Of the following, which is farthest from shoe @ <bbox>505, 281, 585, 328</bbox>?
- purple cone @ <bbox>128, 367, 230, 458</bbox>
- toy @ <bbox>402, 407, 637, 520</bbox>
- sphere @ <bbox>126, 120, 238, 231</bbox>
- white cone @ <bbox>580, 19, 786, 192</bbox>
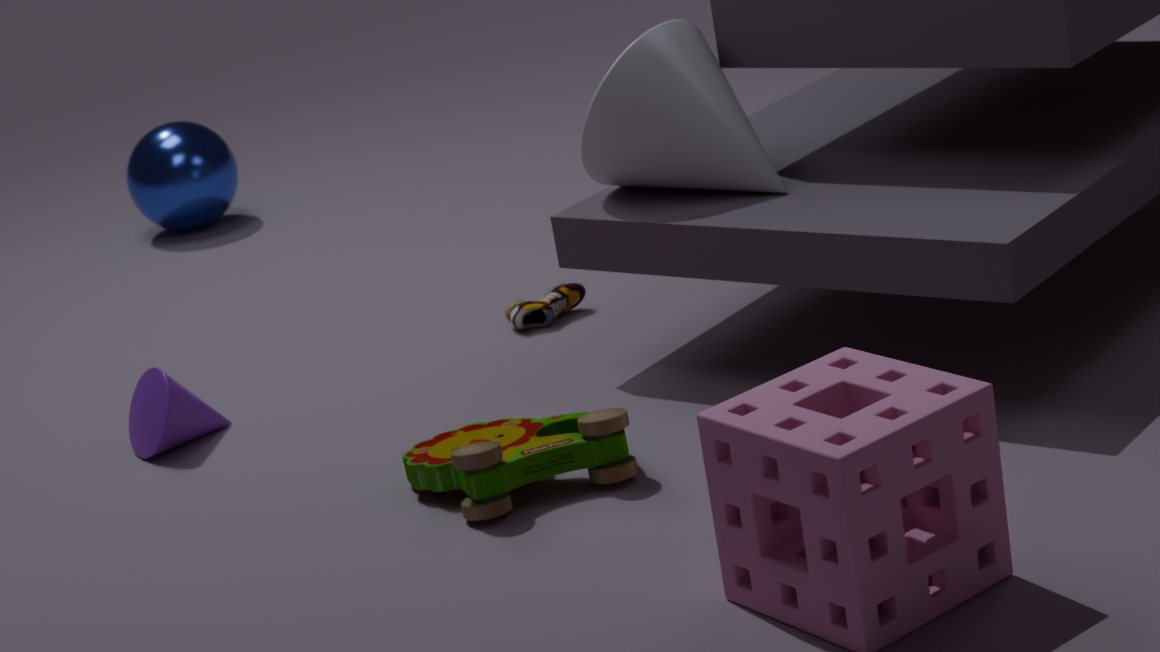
sphere @ <bbox>126, 120, 238, 231</bbox>
